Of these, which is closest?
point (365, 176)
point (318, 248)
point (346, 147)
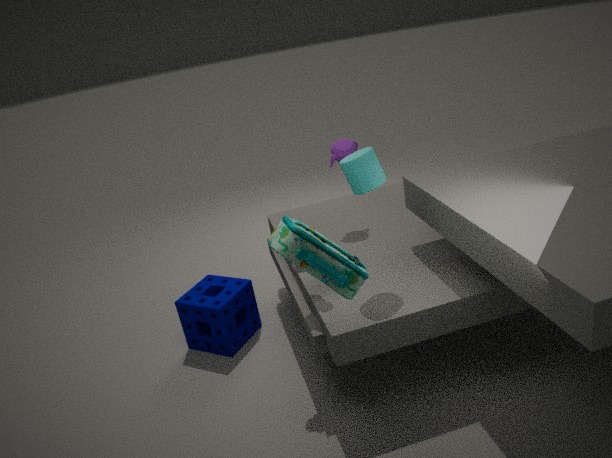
point (318, 248)
